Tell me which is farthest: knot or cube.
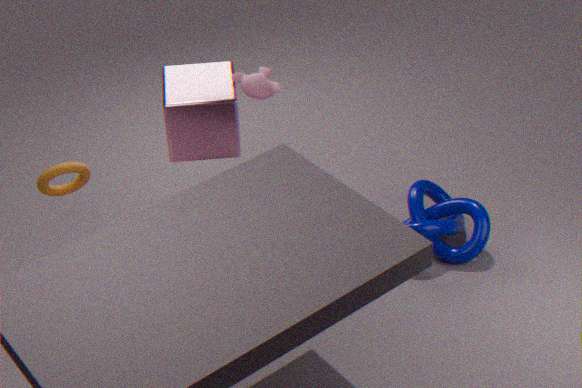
knot
